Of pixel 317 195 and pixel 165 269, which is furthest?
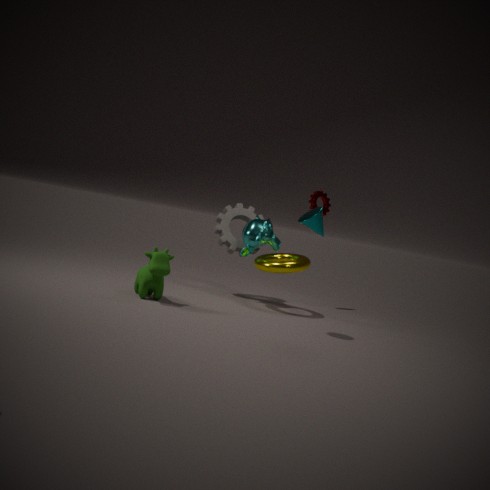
pixel 317 195
